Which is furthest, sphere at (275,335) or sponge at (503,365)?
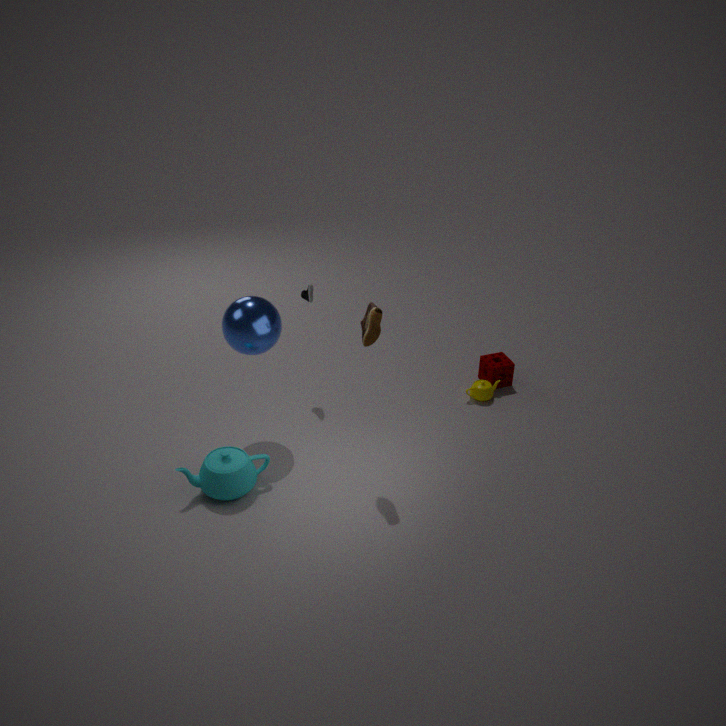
sponge at (503,365)
